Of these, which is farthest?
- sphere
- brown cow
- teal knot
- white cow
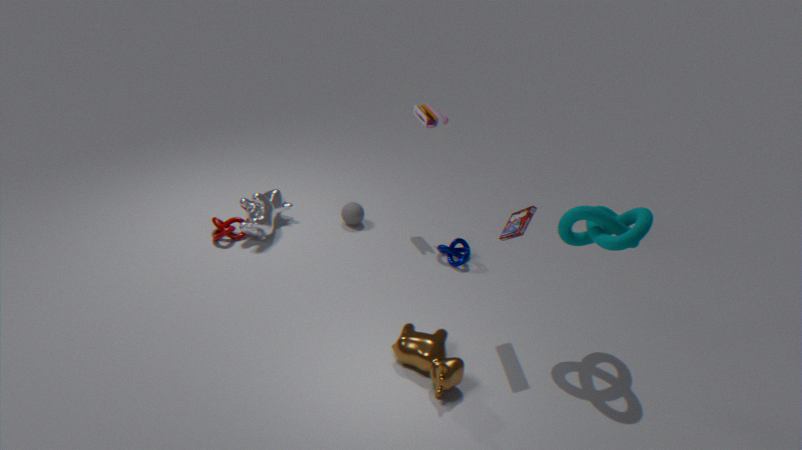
sphere
